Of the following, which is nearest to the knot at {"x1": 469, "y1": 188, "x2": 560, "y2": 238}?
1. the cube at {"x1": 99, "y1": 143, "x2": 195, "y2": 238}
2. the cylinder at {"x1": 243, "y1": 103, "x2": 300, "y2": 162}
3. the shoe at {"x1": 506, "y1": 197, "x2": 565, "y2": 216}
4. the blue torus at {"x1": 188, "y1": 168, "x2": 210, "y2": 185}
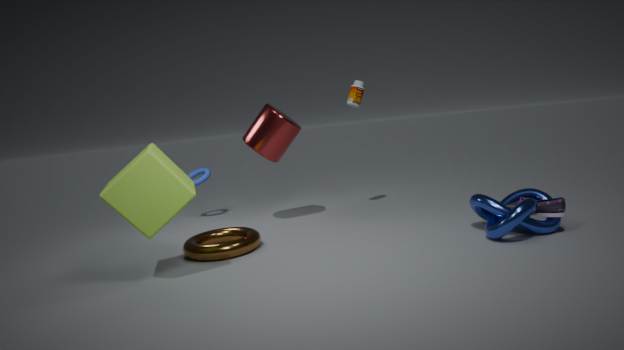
the shoe at {"x1": 506, "y1": 197, "x2": 565, "y2": 216}
